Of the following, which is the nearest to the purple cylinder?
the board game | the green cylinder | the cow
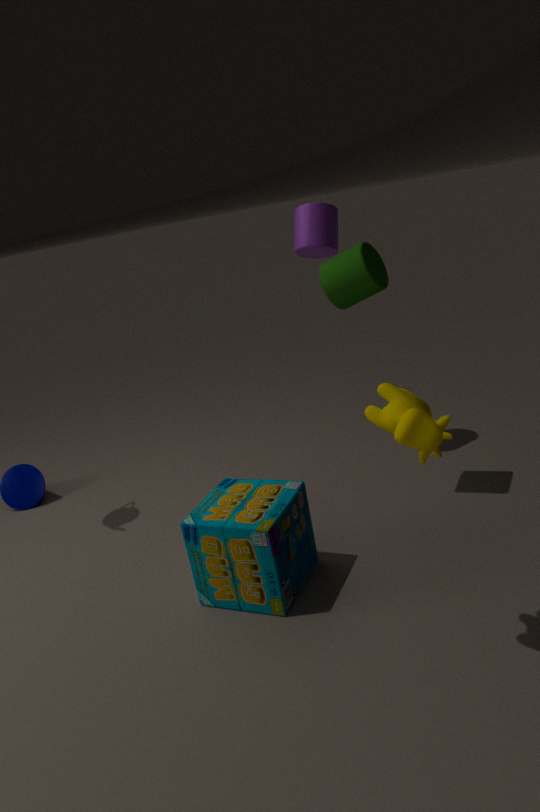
the green cylinder
